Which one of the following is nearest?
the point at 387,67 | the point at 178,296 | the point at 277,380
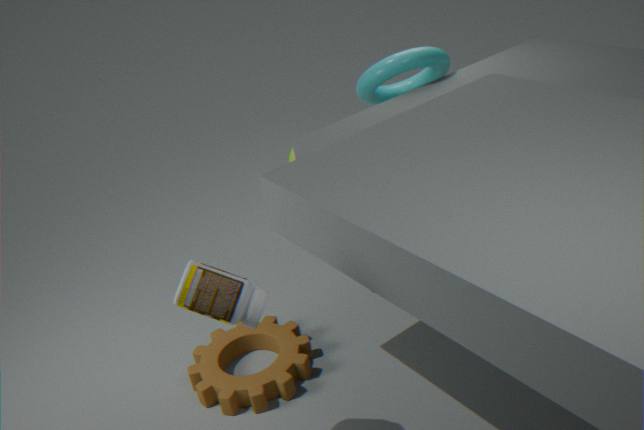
the point at 178,296
